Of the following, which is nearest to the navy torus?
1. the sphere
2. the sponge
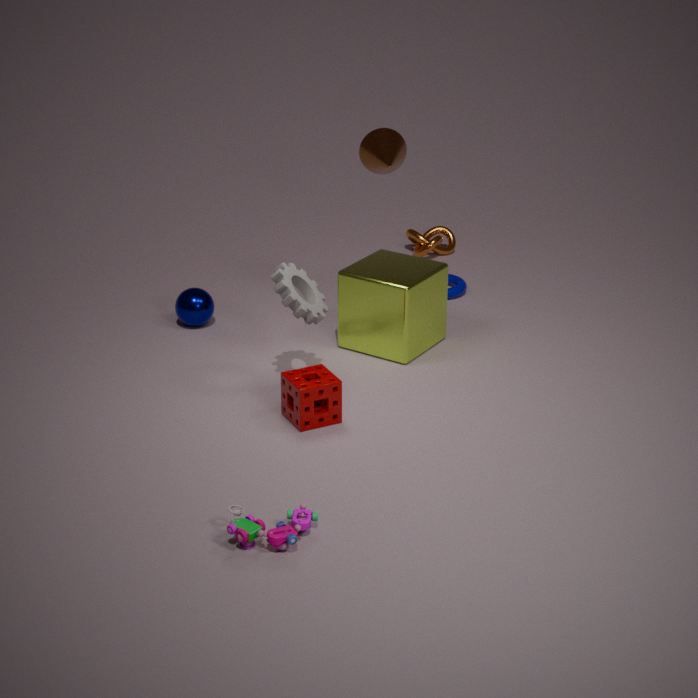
the sphere
